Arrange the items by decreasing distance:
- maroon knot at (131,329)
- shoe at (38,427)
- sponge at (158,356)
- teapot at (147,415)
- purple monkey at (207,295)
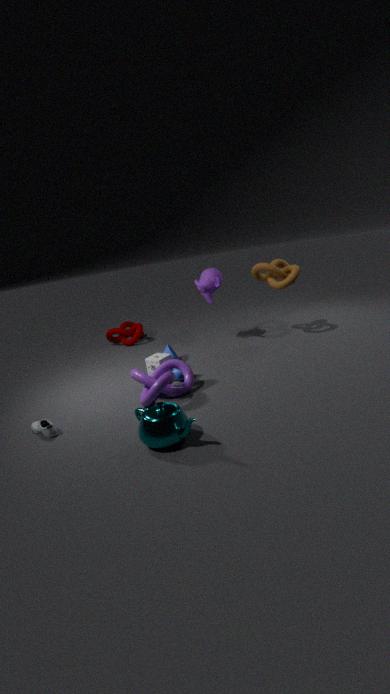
maroon knot at (131,329) → purple monkey at (207,295) → sponge at (158,356) → shoe at (38,427) → teapot at (147,415)
